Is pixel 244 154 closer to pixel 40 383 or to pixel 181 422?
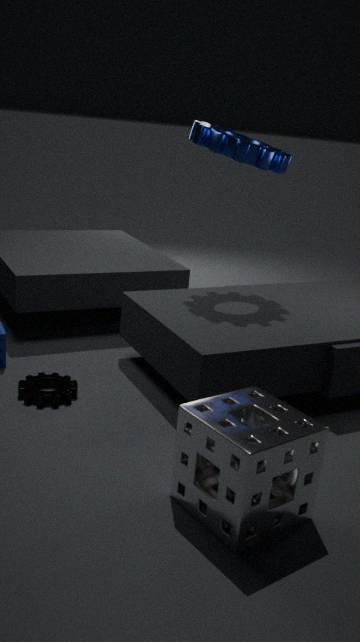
pixel 40 383
